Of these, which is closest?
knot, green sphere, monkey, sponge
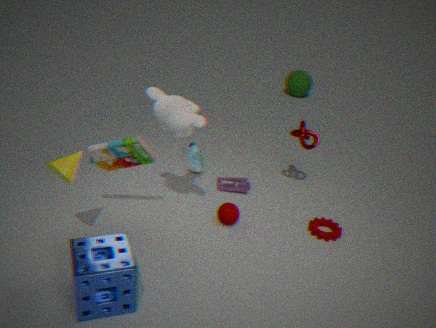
sponge
